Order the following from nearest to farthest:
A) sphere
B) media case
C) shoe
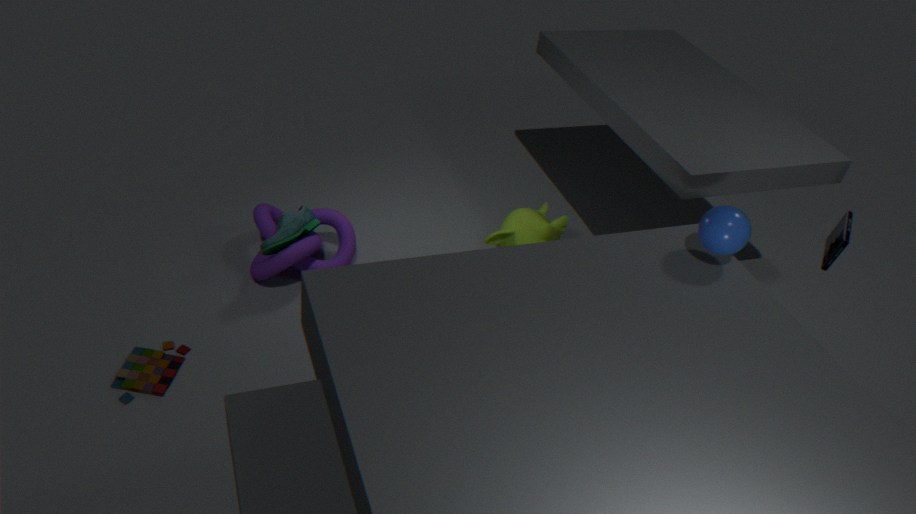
sphere < media case < shoe
